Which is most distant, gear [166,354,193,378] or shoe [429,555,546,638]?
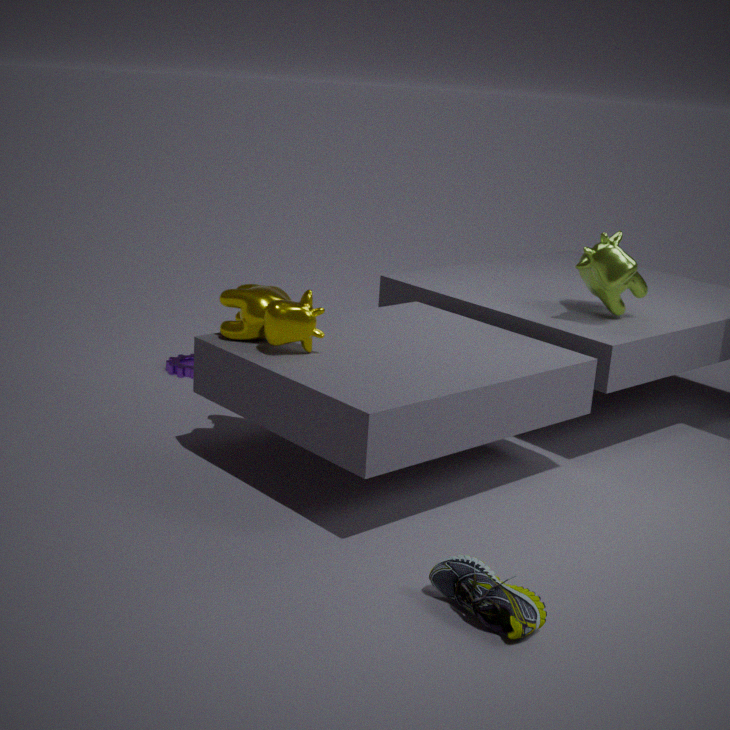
gear [166,354,193,378]
